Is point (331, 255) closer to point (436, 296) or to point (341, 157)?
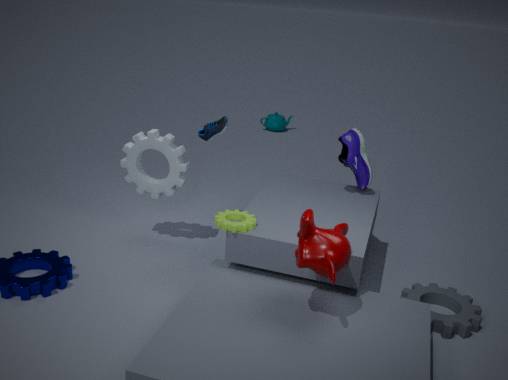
point (436, 296)
